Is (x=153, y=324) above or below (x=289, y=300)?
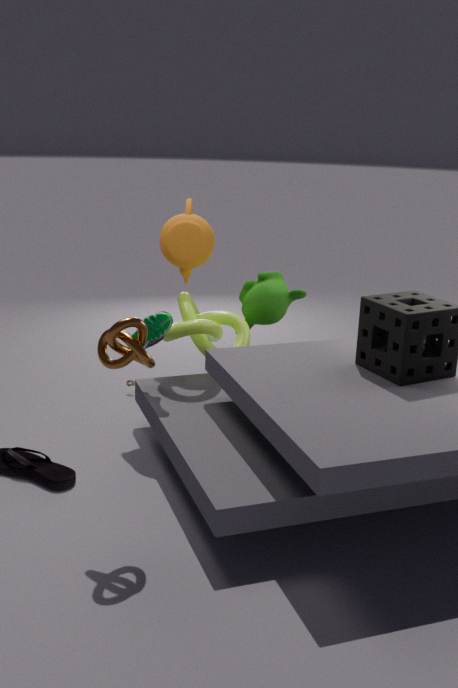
below
